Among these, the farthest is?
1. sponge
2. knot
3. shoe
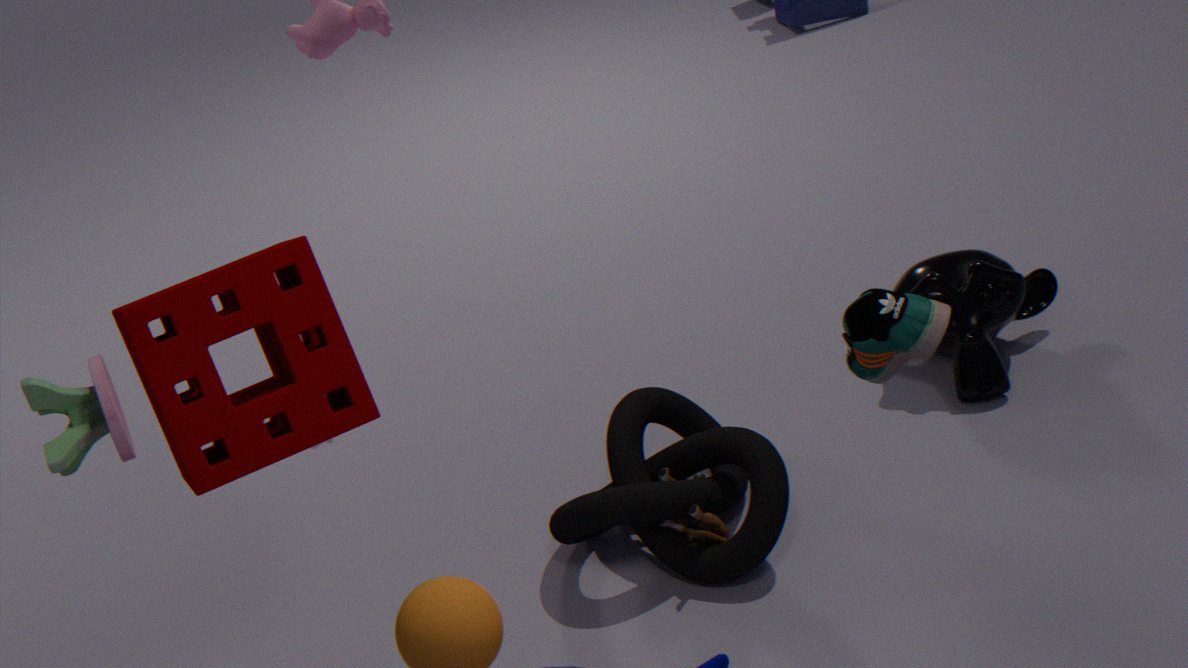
knot
